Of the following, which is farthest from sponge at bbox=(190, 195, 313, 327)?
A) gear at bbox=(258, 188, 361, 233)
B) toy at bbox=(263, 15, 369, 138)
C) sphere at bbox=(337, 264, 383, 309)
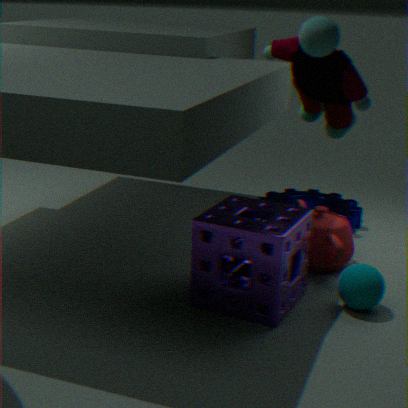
toy at bbox=(263, 15, 369, 138)
